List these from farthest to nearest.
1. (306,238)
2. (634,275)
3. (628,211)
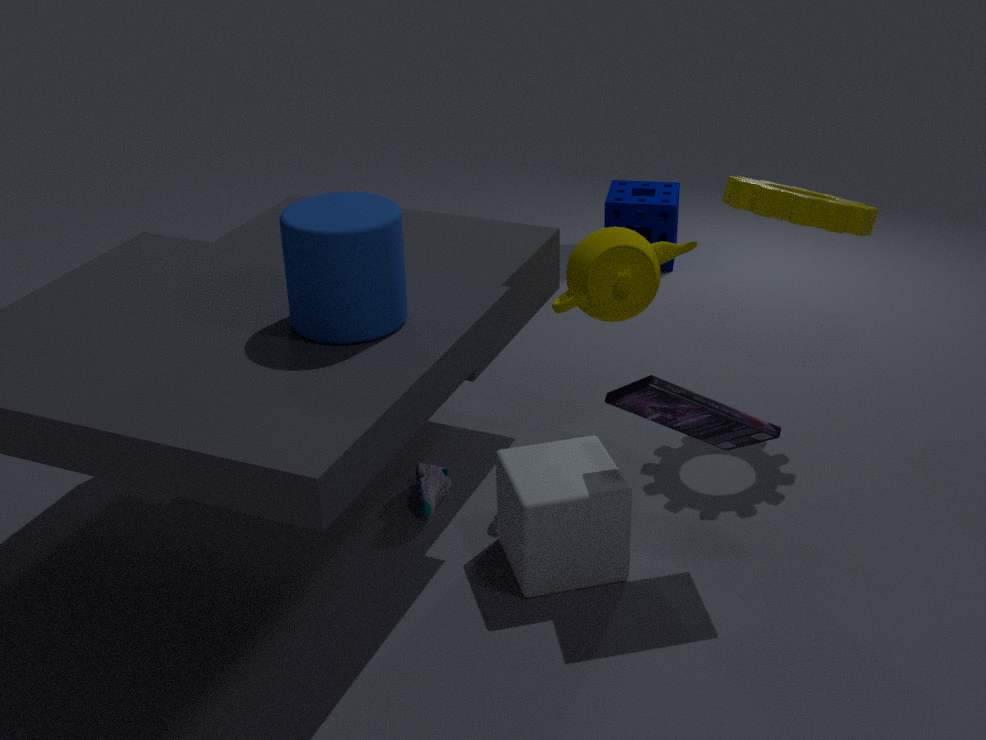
(628,211), (634,275), (306,238)
